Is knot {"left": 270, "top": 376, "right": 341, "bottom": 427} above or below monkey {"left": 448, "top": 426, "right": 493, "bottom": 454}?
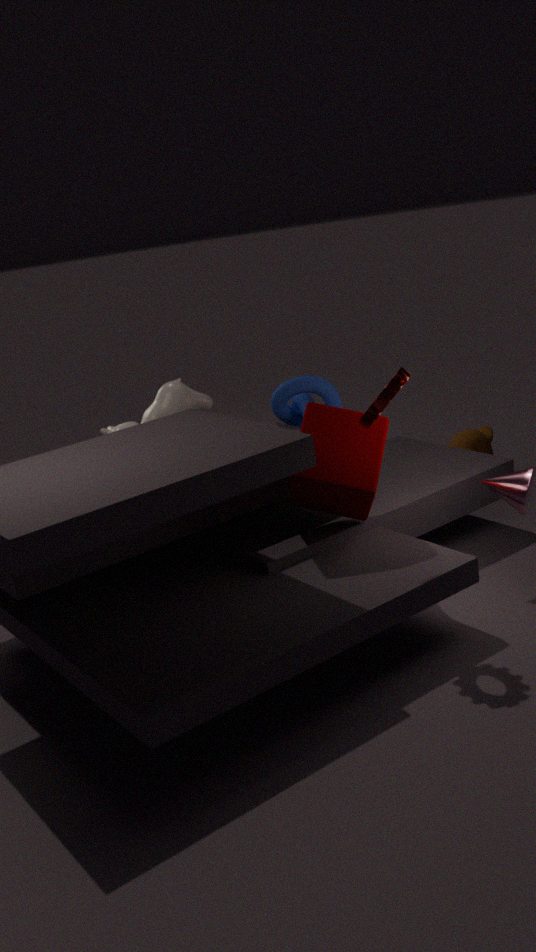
above
